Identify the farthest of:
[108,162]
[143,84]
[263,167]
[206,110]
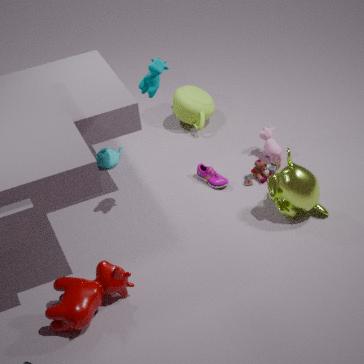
[206,110]
